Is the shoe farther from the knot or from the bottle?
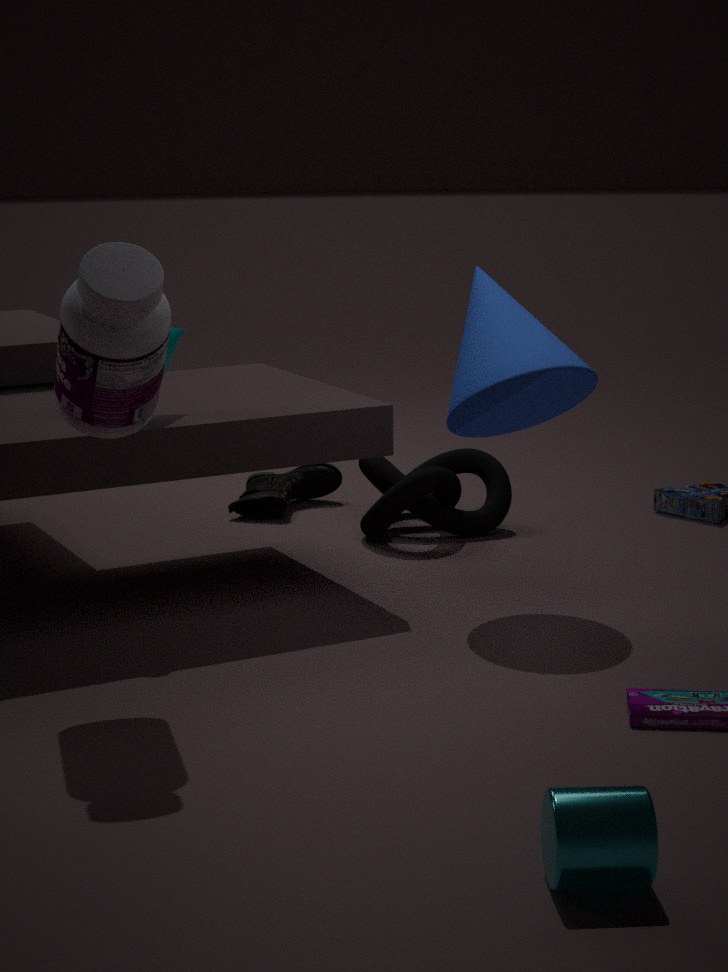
the bottle
